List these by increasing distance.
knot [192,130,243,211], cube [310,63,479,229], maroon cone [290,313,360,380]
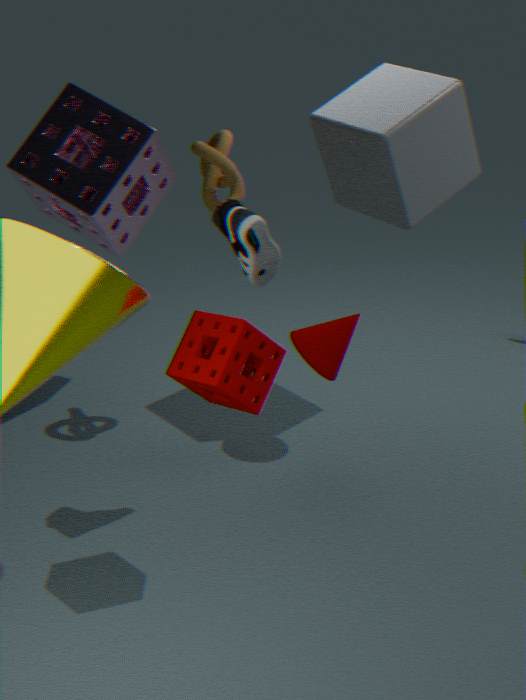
knot [192,130,243,211] → cube [310,63,479,229] → maroon cone [290,313,360,380]
